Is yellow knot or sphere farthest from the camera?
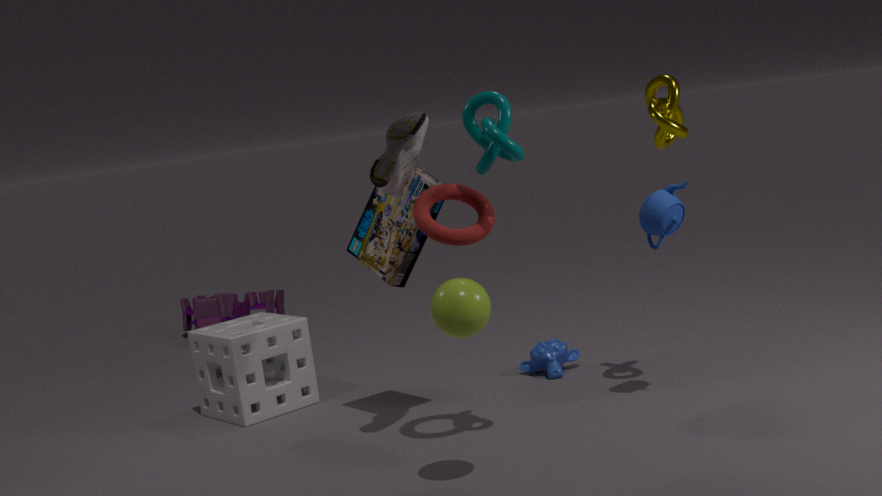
yellow knot
